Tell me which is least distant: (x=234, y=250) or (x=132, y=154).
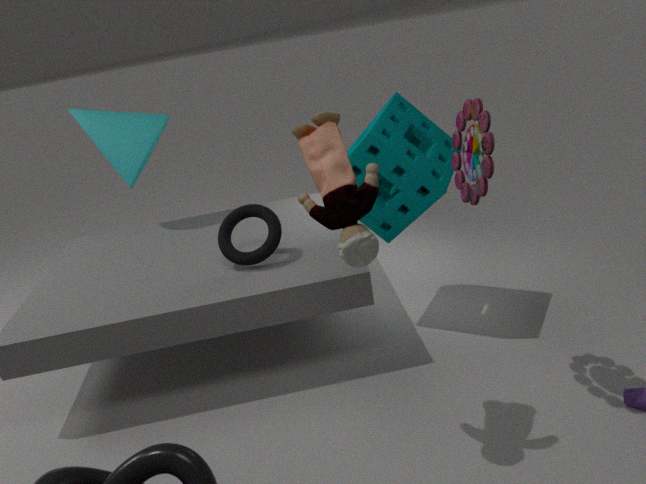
(x=234, y=250)
